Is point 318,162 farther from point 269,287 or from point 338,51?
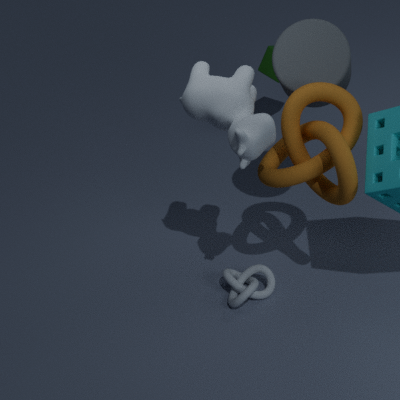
point 269,287
